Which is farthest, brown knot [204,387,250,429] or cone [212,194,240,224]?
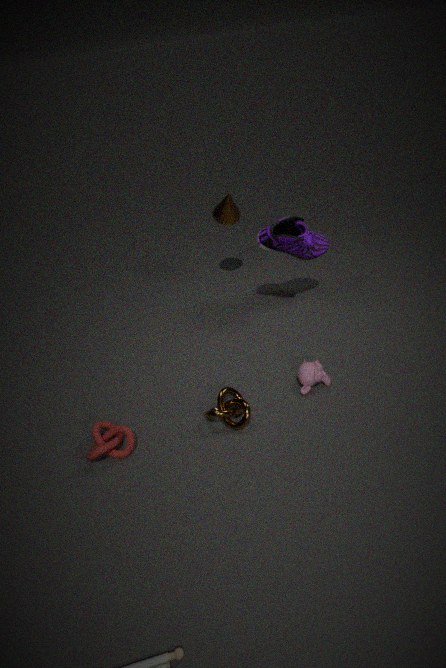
cone [212,194,240,224]
